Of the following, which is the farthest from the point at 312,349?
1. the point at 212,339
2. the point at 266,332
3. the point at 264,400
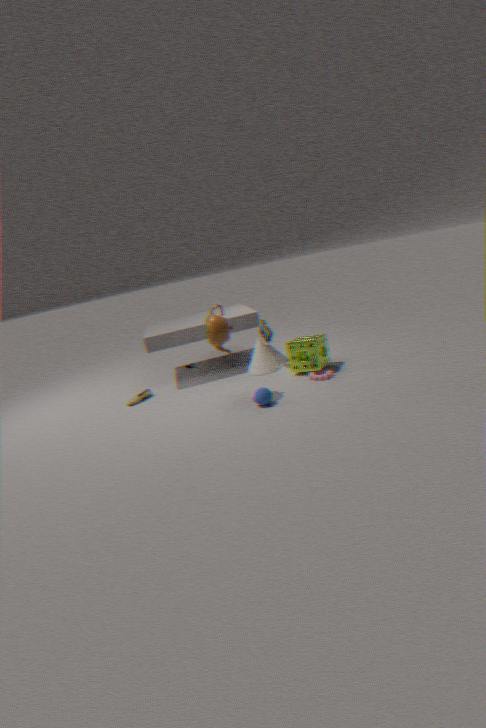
the point at 212,339
